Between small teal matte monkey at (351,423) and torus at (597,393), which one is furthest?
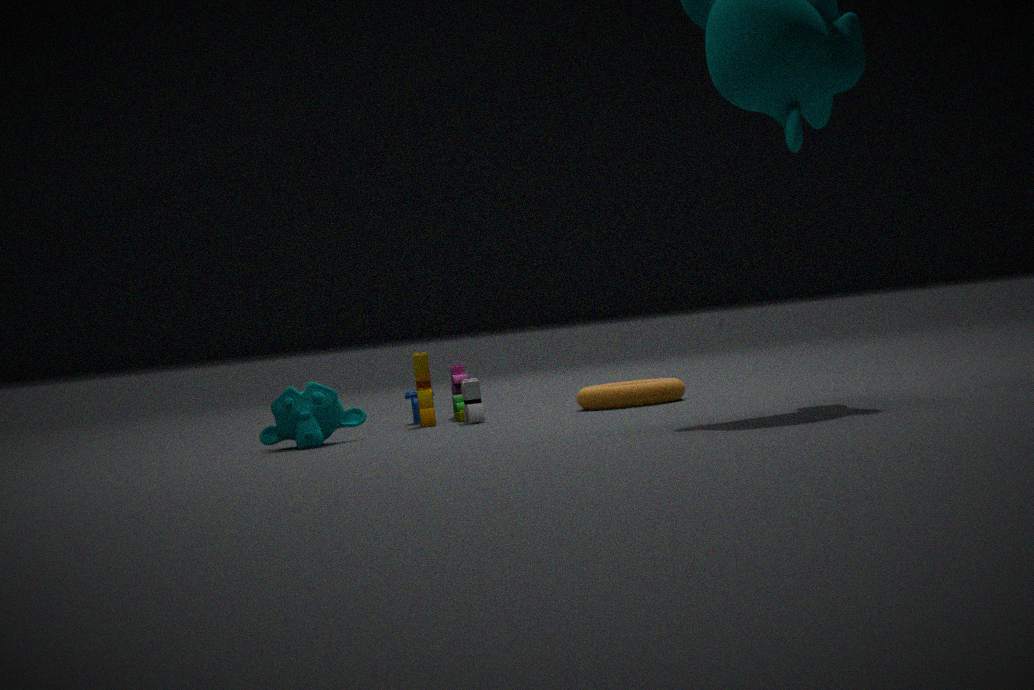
torus at (597,393)
